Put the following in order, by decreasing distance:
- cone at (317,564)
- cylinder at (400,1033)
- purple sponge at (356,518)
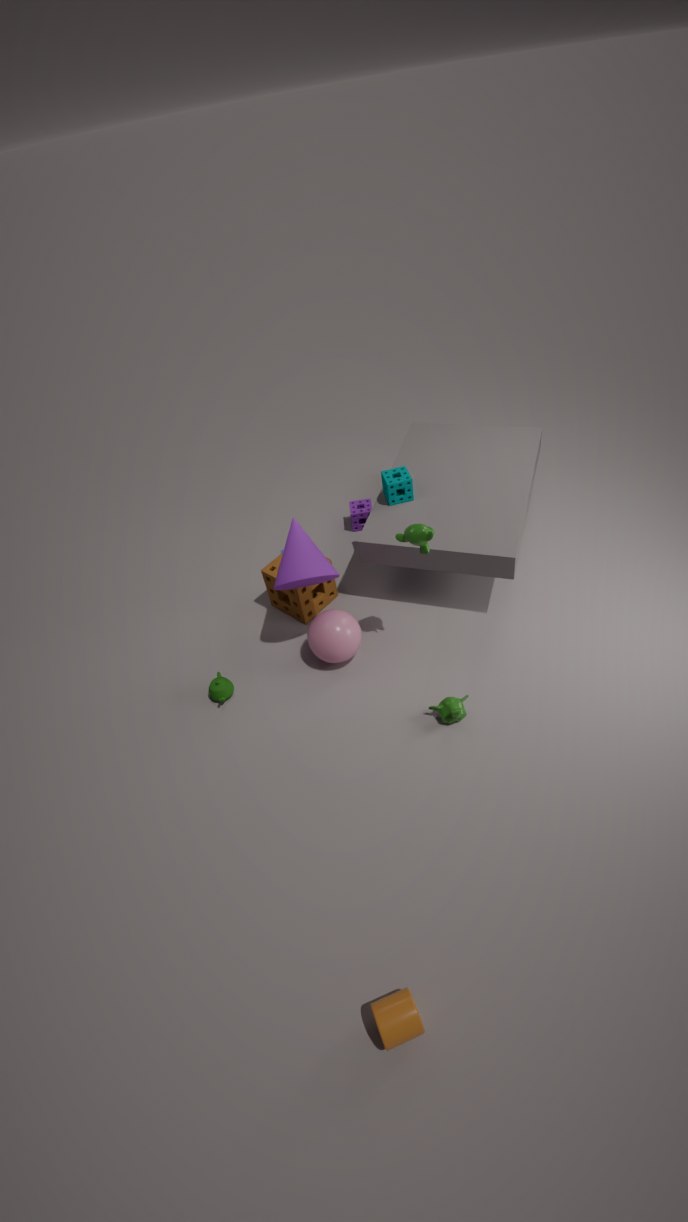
1. purple sponge at (356,518)
2. cone at (317,564)
3. cylinder at (400,1033)
